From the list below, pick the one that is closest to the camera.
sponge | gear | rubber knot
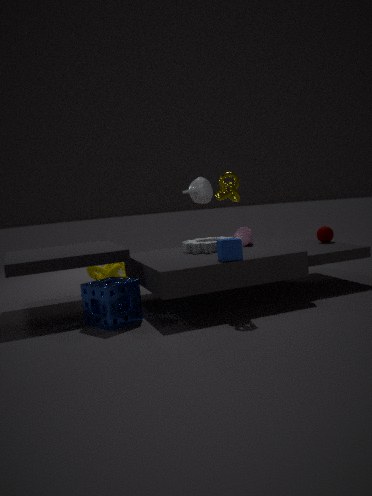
sponge
